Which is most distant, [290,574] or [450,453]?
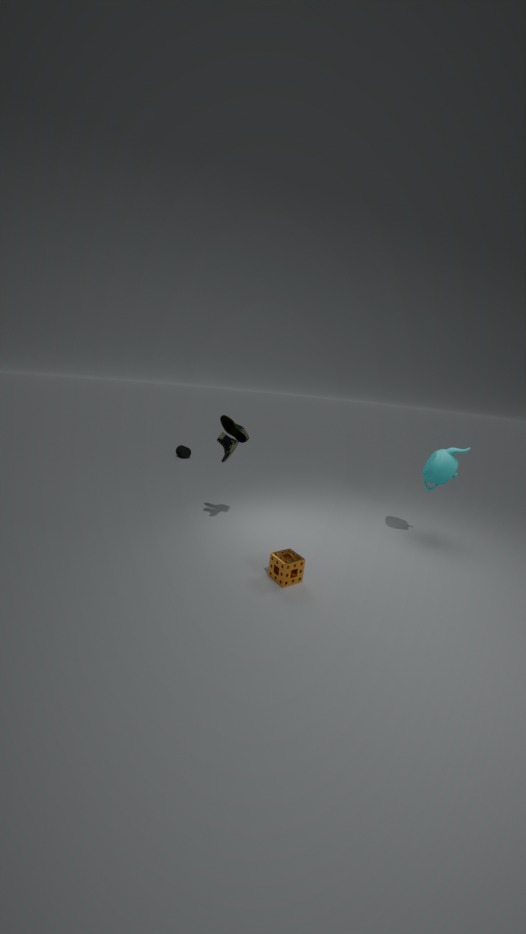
[450,453]
